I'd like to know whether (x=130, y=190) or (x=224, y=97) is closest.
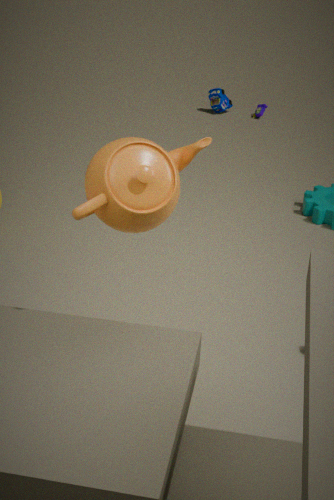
(x=130, y=190)
